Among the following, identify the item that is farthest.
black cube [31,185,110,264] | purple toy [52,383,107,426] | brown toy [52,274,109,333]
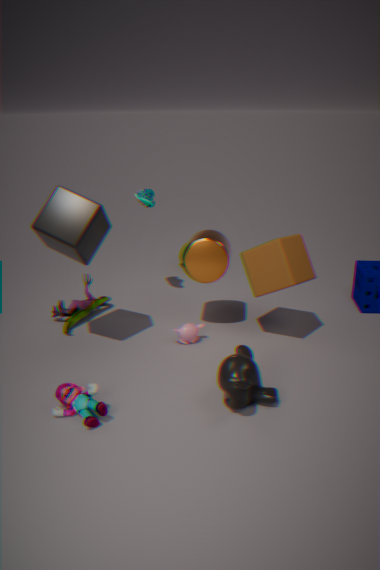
brown toy [52,274,109,333]
